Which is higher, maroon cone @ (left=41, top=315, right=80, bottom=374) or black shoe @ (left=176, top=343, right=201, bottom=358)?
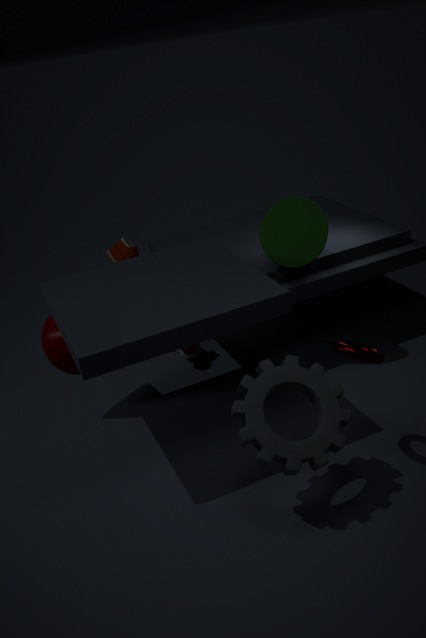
maroon cone @ (left=41, top=315, right=80, bottom=374)
